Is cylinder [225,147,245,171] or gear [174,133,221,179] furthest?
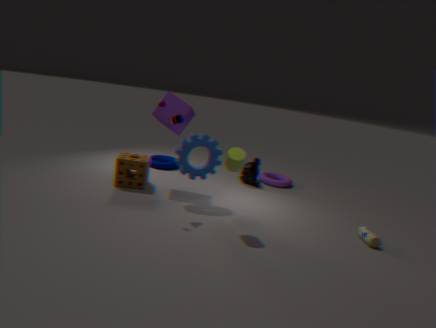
gear [174,133,221,179]
